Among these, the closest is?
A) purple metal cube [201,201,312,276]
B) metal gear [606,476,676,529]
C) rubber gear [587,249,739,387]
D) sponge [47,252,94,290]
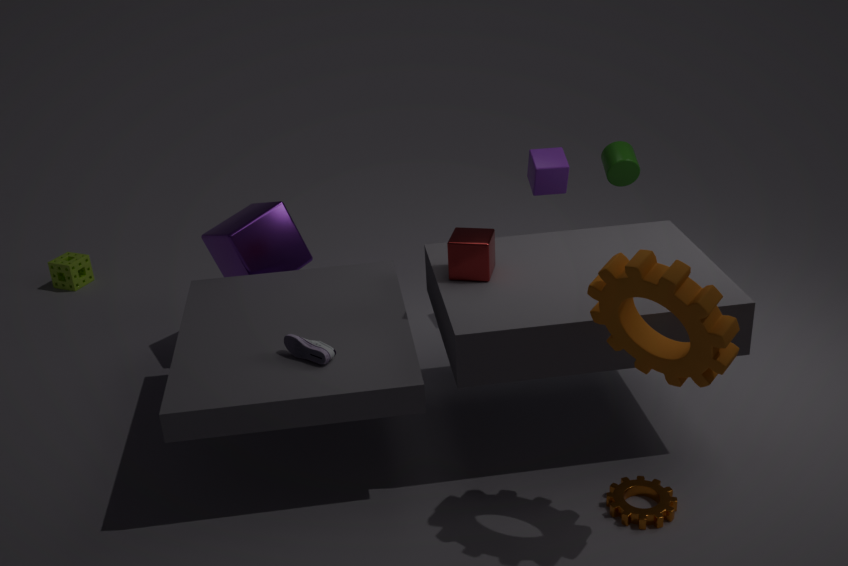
rubber gear [587,249,739,387]
